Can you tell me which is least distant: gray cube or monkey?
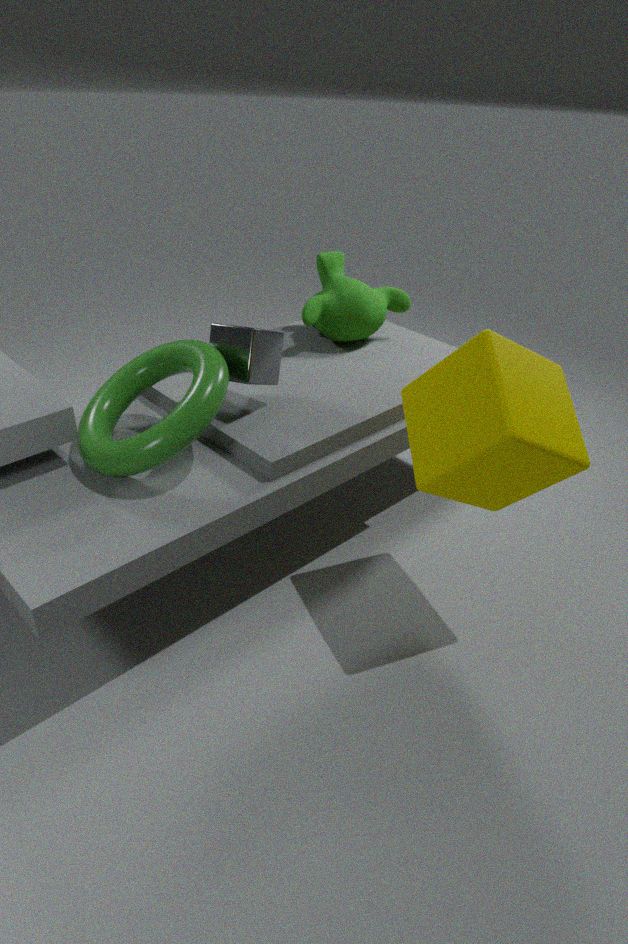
gray cube
